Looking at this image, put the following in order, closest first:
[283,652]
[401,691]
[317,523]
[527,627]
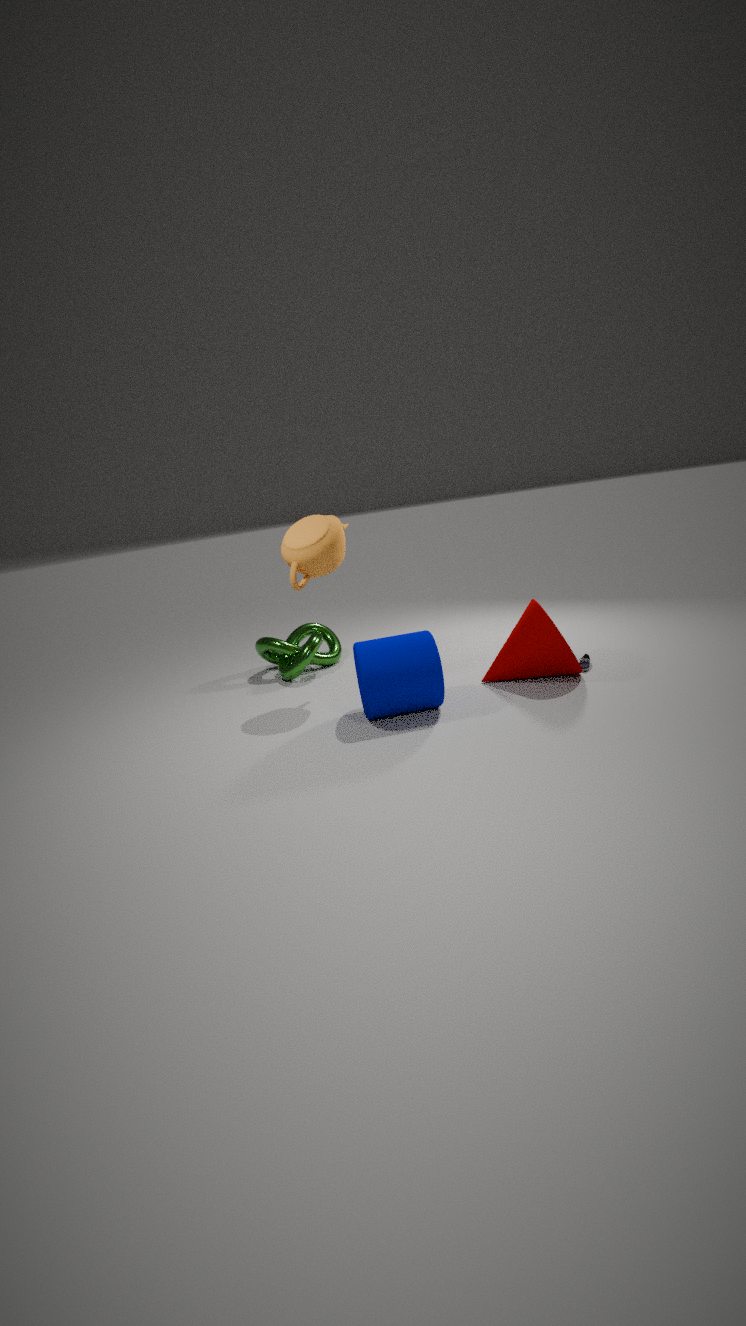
[401,691] < [527,627] < [317,523] < [283,652]
